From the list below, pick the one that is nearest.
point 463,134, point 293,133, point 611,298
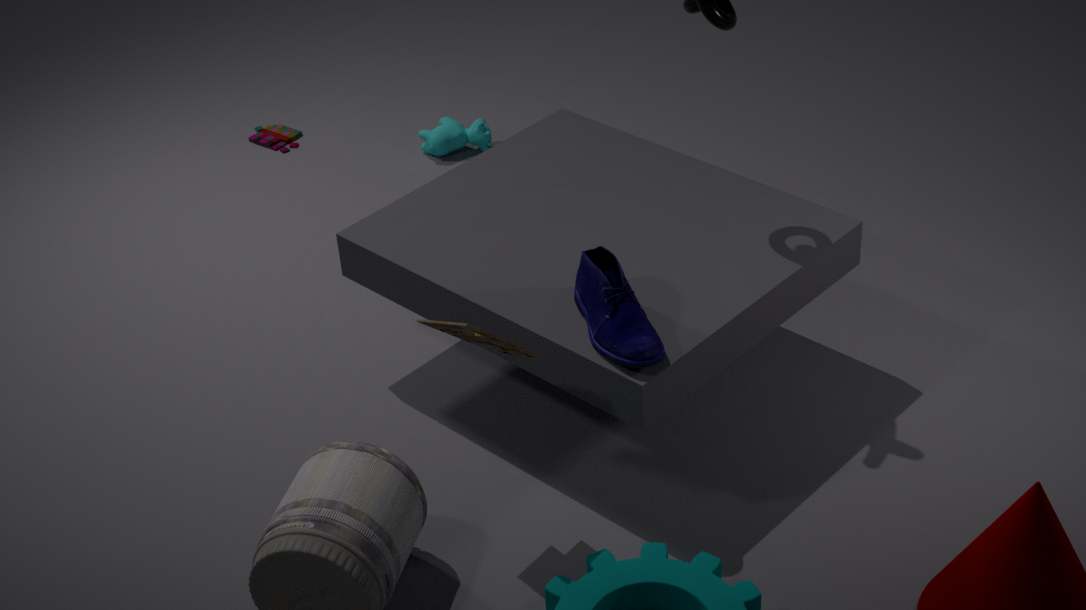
point 611,298
